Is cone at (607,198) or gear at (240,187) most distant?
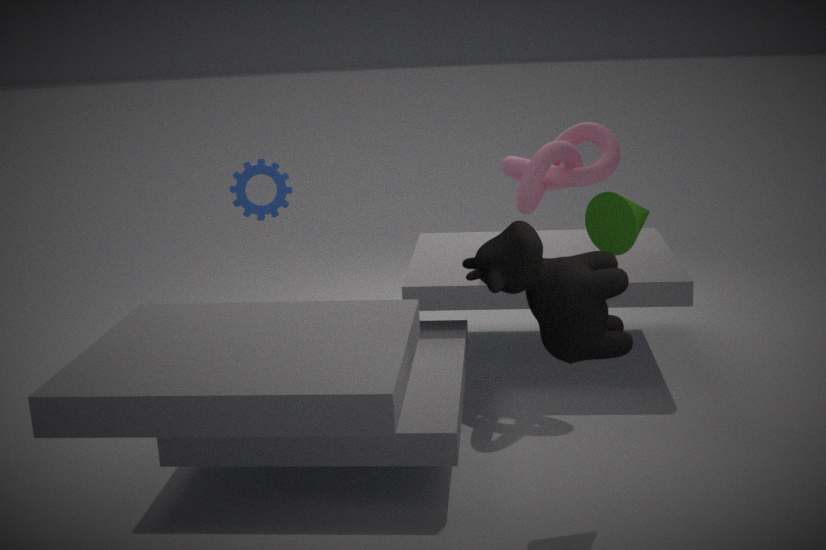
gear at (240,187)
